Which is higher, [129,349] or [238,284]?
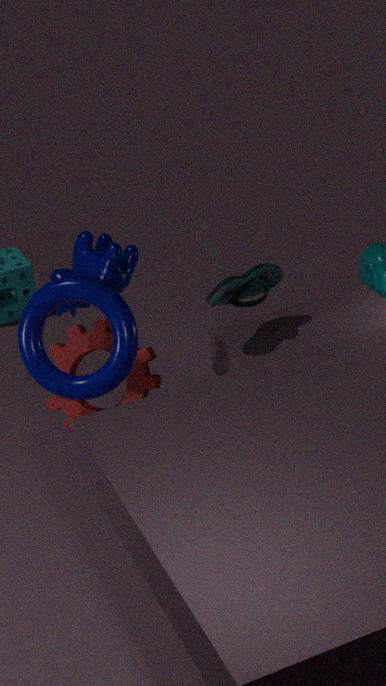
[238,284]
